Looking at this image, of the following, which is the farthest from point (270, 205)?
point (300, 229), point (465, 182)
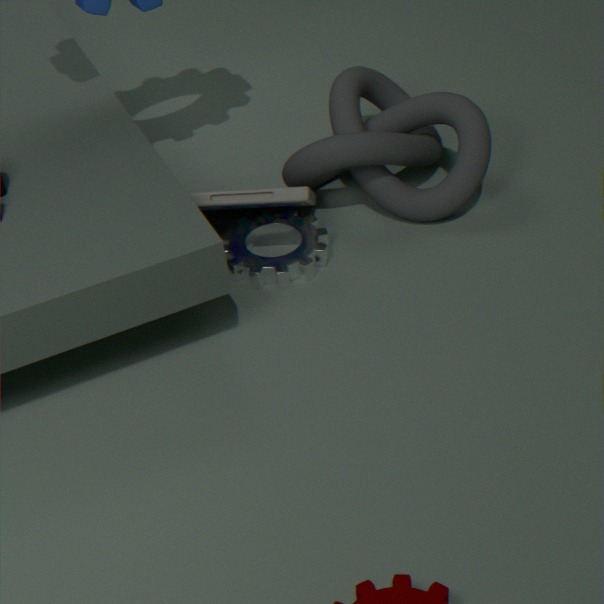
point (465, 182)
